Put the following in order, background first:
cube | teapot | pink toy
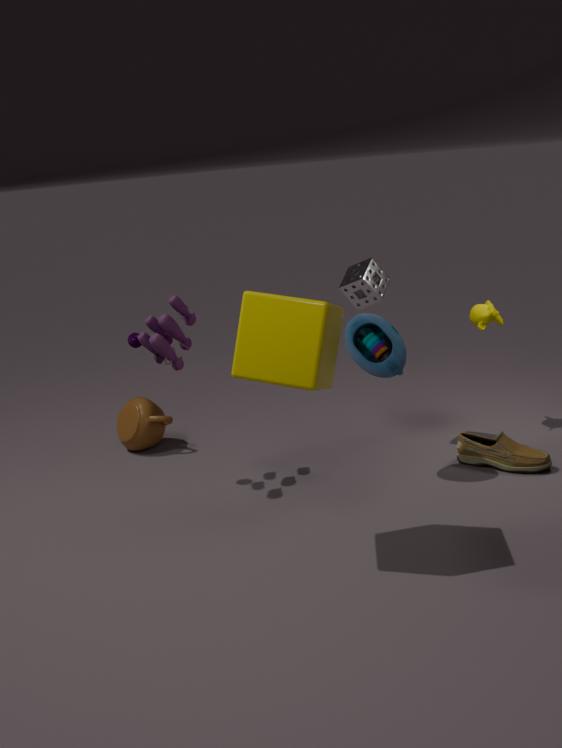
teapot
pink toy
cube
